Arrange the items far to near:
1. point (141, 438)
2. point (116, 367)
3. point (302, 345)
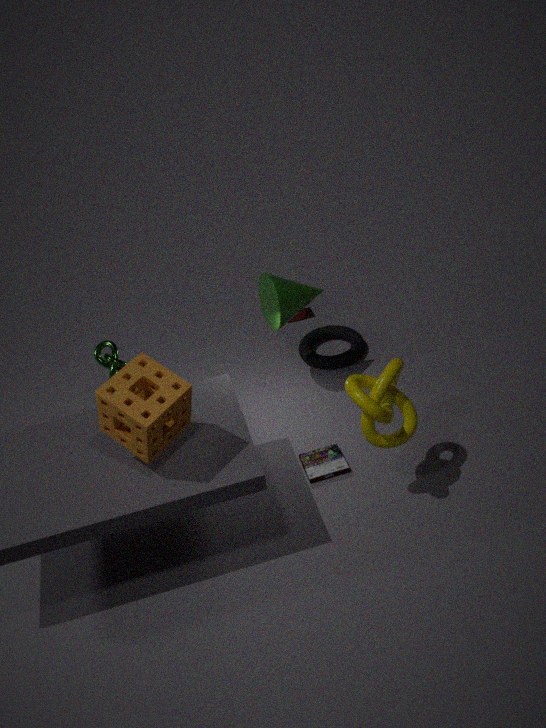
point (302, 345)
point (116, 367)
point (141, 438)
